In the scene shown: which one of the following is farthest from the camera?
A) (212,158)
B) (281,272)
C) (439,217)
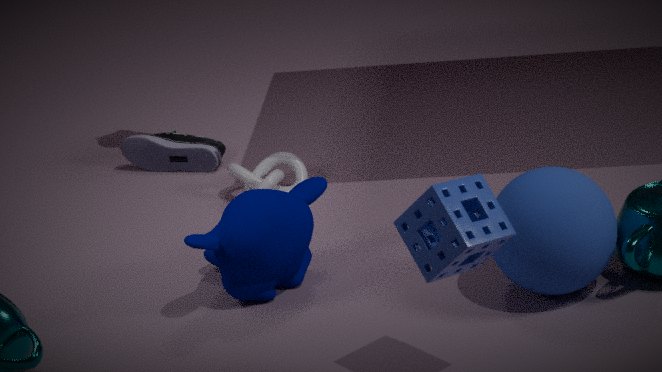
(212,158)
